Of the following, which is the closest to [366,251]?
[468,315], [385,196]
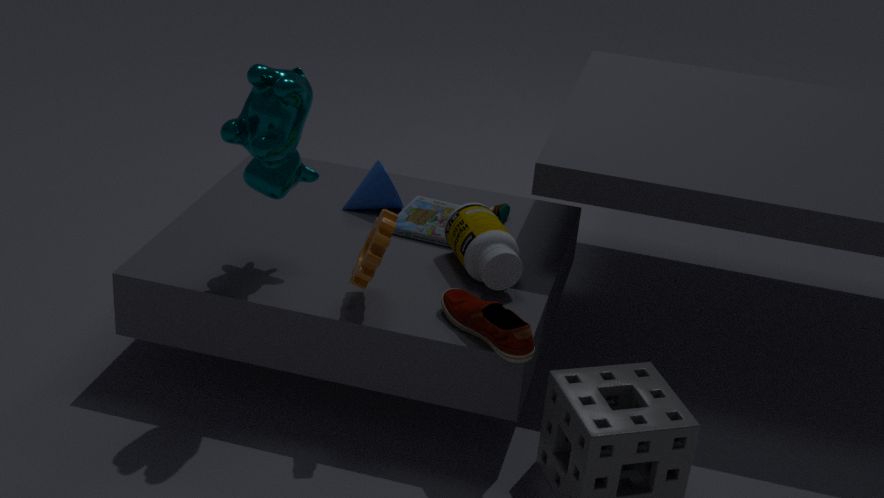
[468,315]
